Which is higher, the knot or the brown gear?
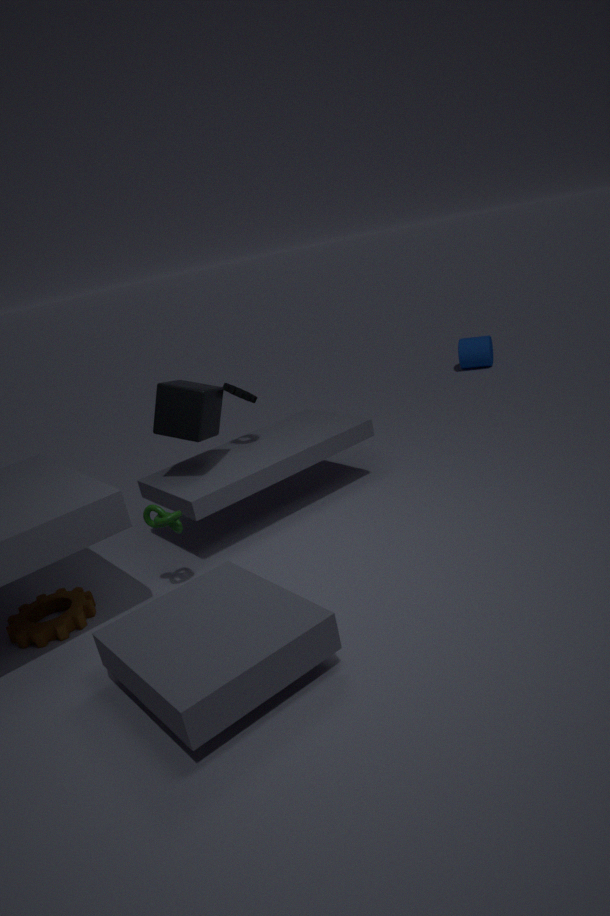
the knot
